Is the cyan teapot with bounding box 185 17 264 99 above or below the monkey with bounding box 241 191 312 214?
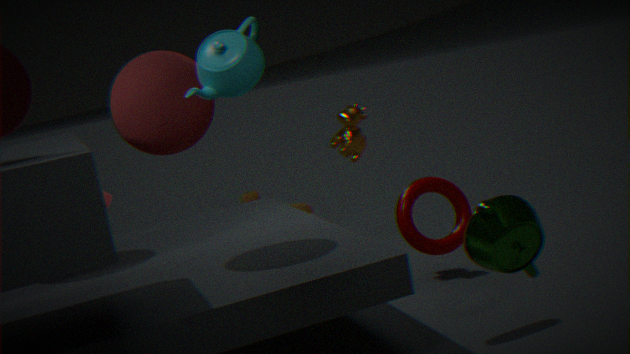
above
